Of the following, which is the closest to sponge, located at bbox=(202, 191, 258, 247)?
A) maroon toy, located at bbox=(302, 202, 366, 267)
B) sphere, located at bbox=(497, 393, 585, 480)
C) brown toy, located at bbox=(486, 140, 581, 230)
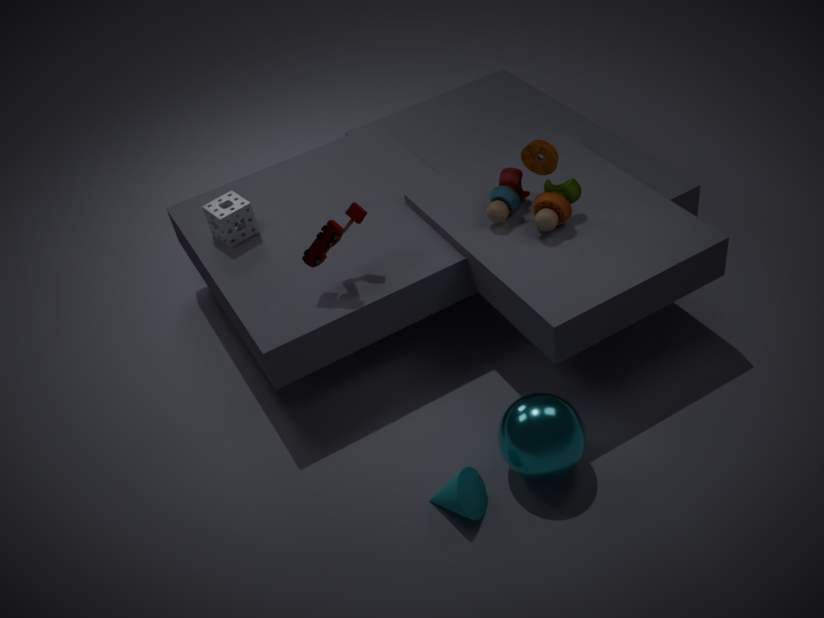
maroon toy, located at bbox=(302, 202, 366, 267)
